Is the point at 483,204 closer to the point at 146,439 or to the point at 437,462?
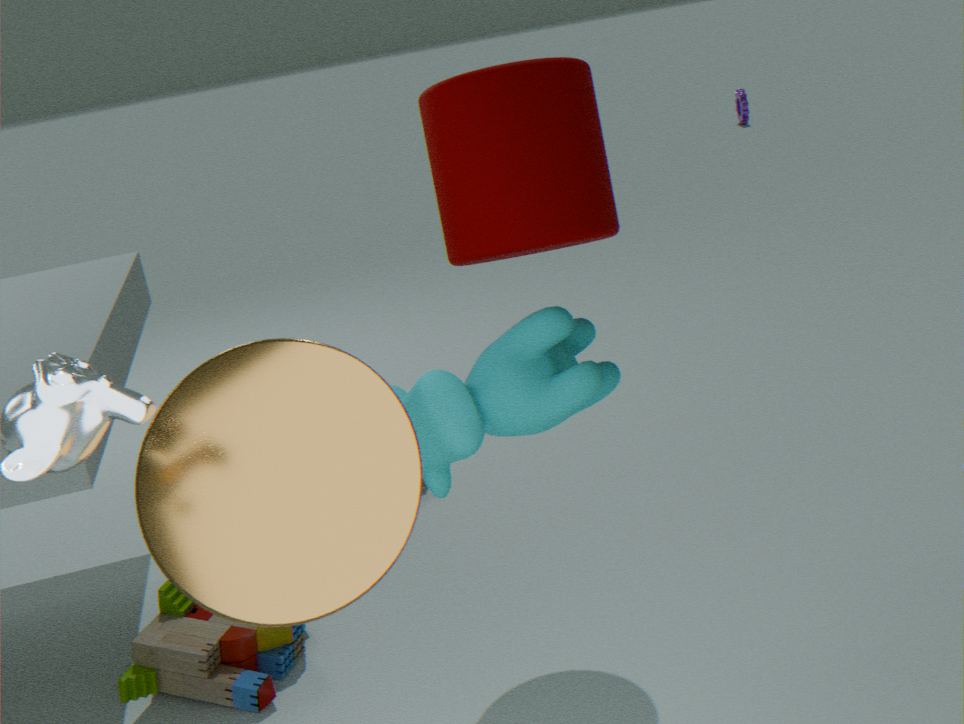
the point at 437,462
